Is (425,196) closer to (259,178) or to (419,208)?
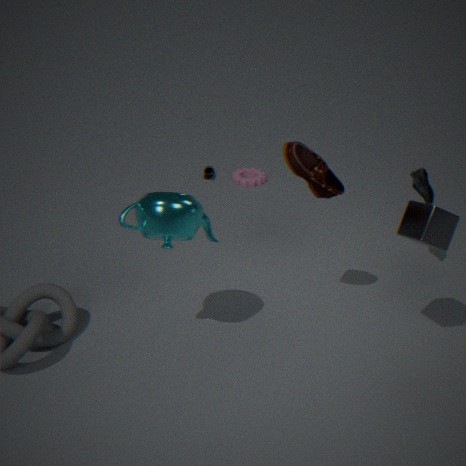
(419,208)
